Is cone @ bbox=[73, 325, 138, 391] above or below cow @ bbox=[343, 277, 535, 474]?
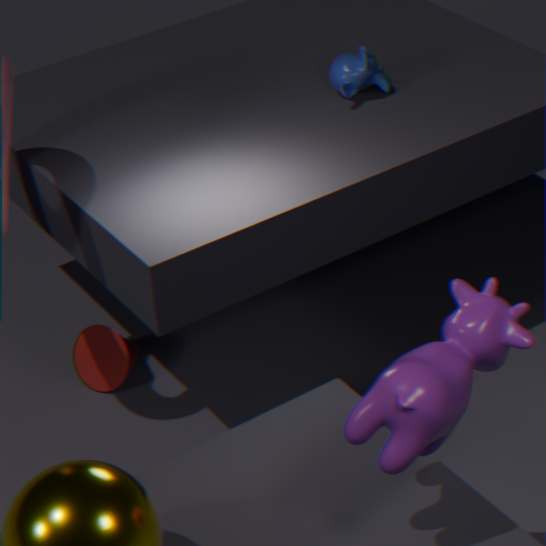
below
